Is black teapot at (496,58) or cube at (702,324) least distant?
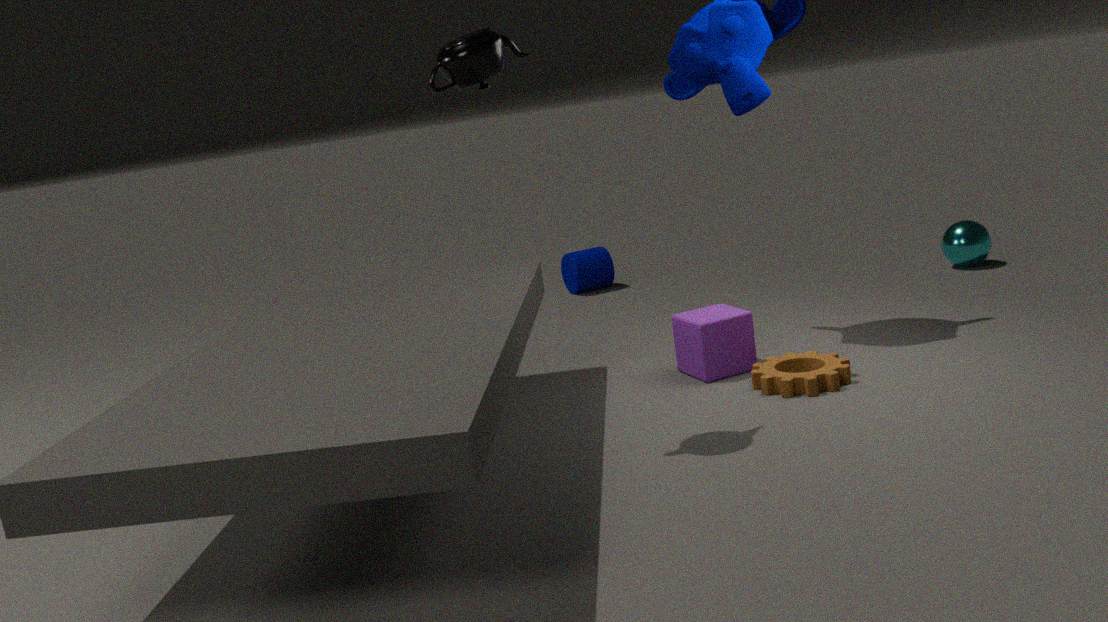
black teapot at (496,58)
